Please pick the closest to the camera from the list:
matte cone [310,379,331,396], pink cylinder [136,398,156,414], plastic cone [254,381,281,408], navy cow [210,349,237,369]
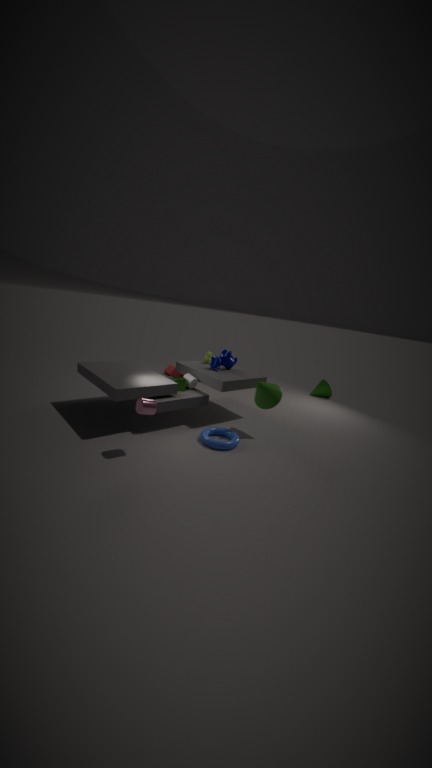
pink cylinder [136,398,156,414]
